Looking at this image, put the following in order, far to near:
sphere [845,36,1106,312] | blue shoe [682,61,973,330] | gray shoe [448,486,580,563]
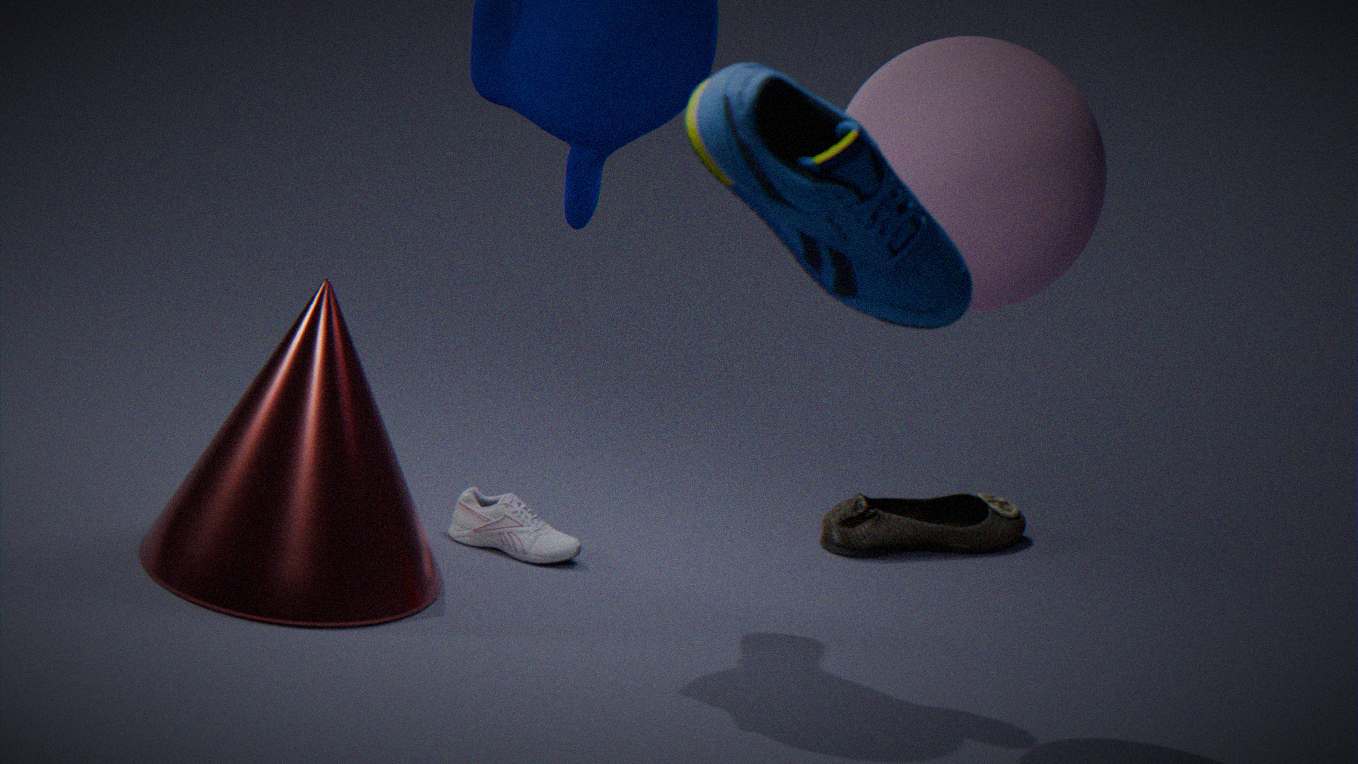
gray shoe [448,486,580,563] < sphere [845,36,1106,312] < blue shoe [682,61,973,330]
